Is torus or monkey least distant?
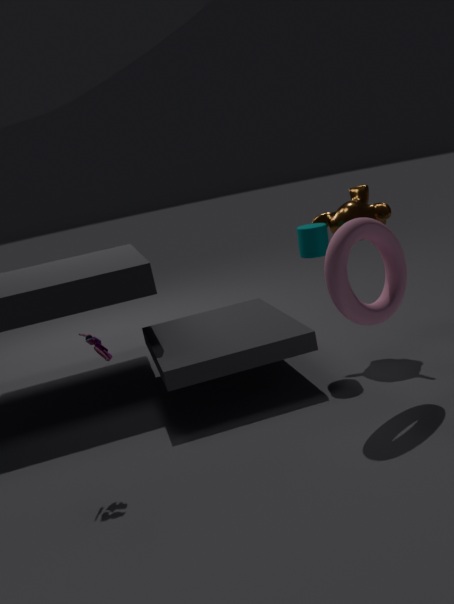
torus
